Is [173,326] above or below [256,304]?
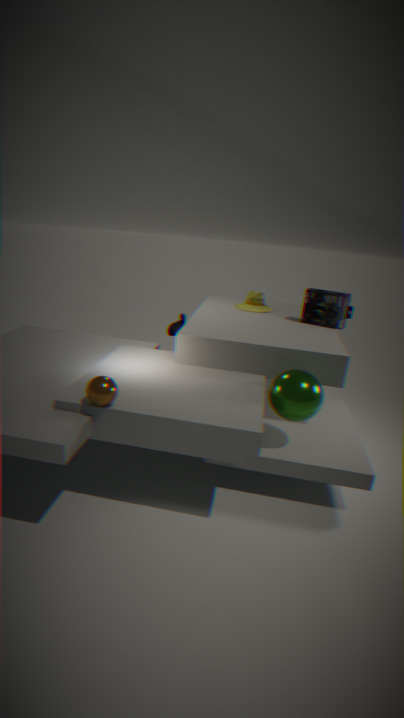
below
